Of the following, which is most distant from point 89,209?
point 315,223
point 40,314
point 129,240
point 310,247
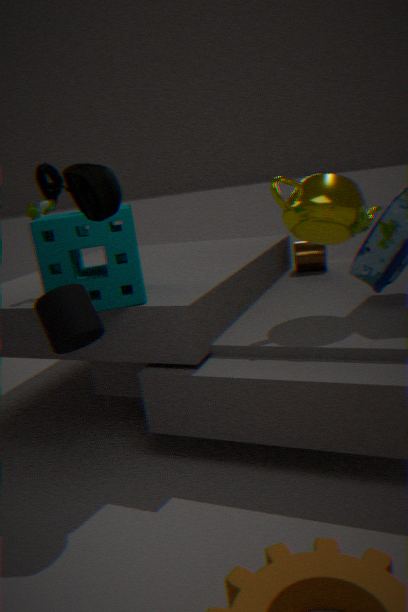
point 310,247
